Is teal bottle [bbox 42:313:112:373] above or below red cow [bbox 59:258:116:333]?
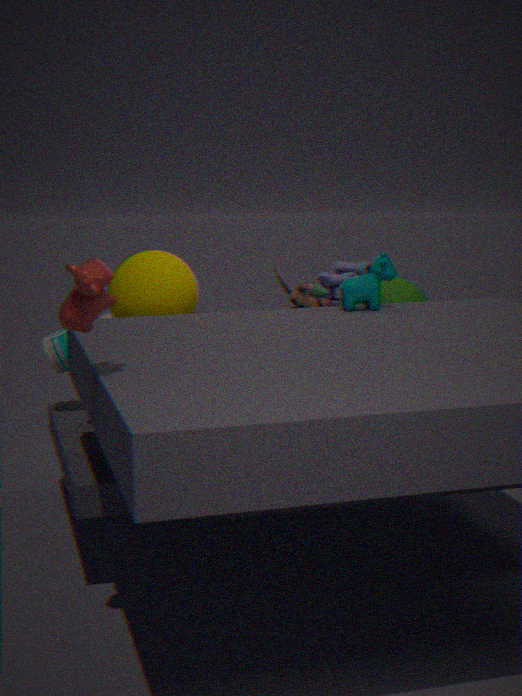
below
